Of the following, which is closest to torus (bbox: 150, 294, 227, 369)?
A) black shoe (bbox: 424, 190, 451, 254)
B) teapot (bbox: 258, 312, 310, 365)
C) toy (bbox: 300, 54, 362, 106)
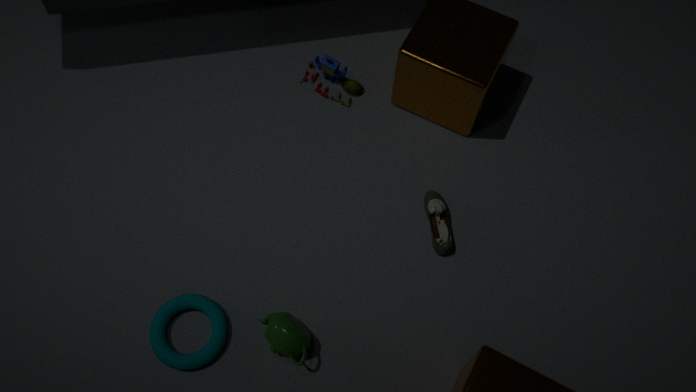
teapot (bbox: 258, 312, 310, 365)
